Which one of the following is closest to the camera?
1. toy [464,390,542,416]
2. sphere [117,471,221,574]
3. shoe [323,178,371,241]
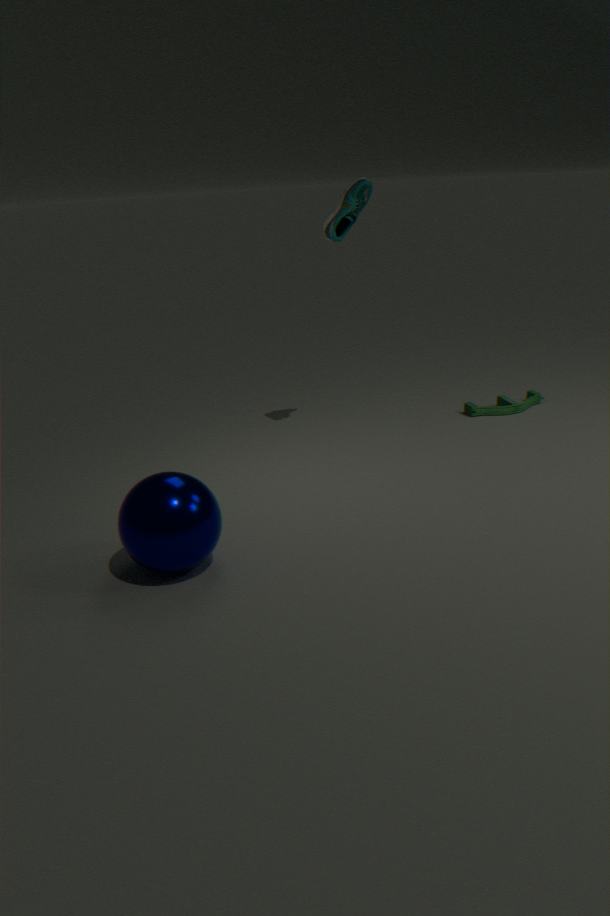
sphere [117,471,221,574]
